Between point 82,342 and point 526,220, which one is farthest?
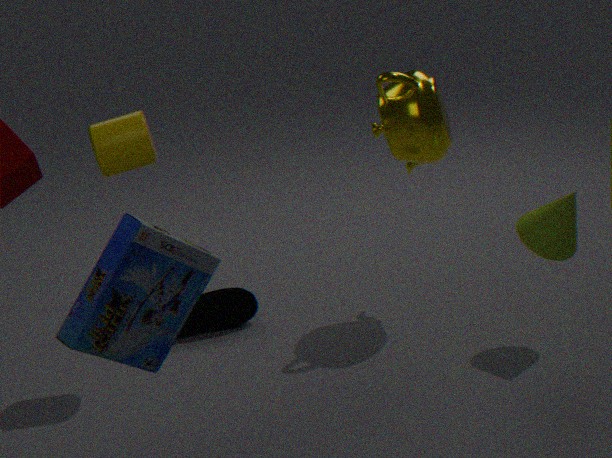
point 526,220
